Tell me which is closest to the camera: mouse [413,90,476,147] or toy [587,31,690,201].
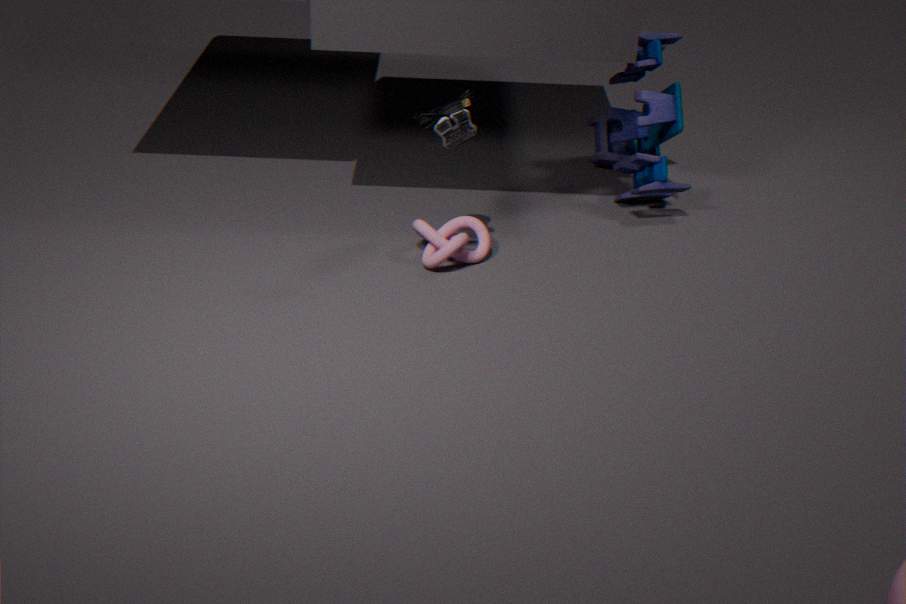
mouse [413,90,476,147]
